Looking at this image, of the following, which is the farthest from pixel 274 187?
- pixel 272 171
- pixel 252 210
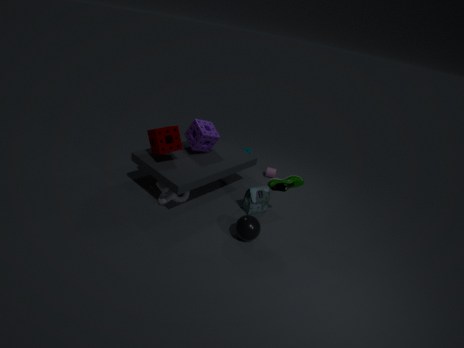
pixel 272 171
